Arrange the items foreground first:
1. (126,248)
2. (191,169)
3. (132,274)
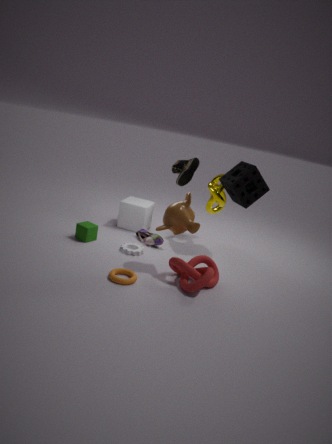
1. (132,274)
2. (126,248)
3. (191,169)
